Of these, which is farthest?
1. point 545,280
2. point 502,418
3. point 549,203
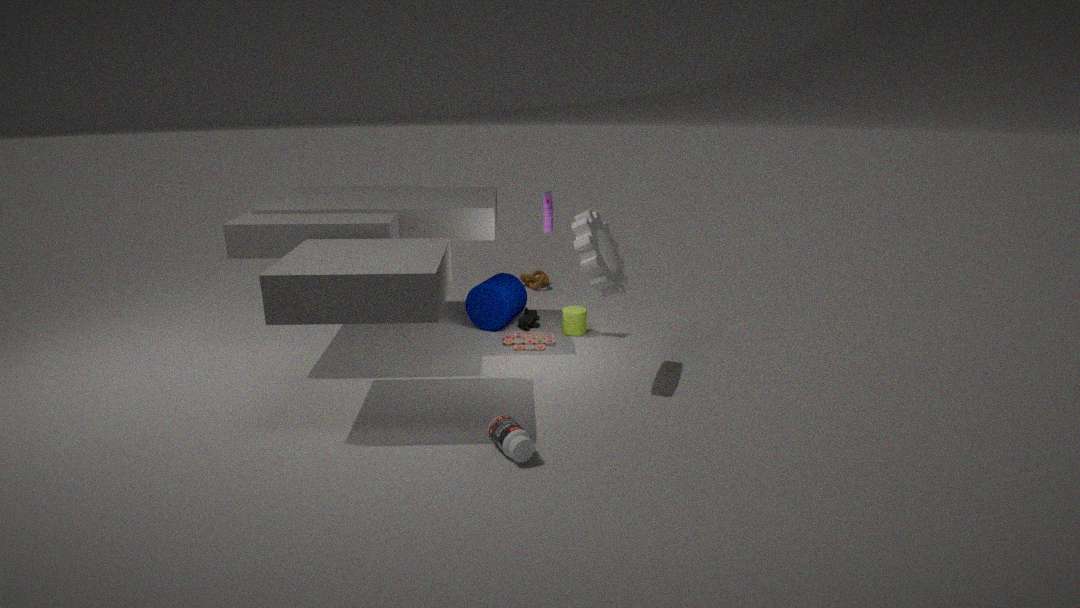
point 545,280
